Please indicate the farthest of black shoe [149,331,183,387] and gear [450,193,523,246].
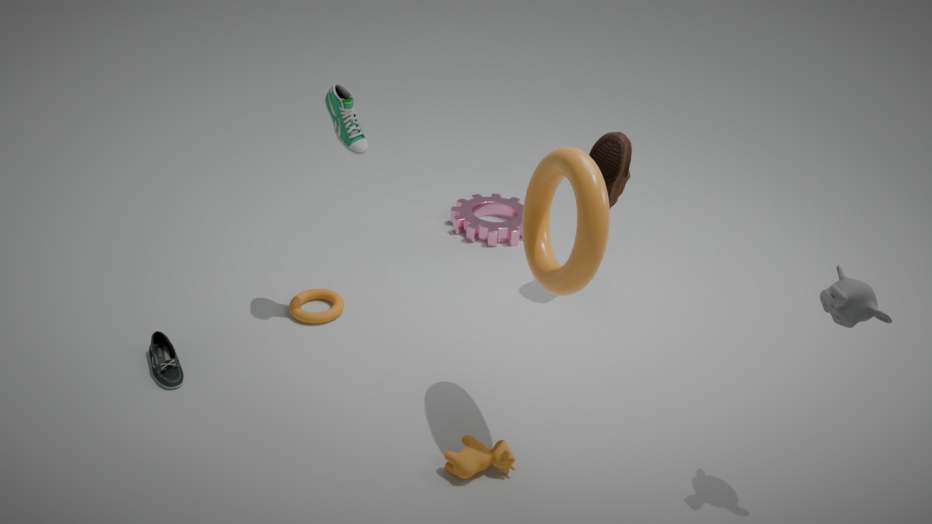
gear [450,193,523,246]
